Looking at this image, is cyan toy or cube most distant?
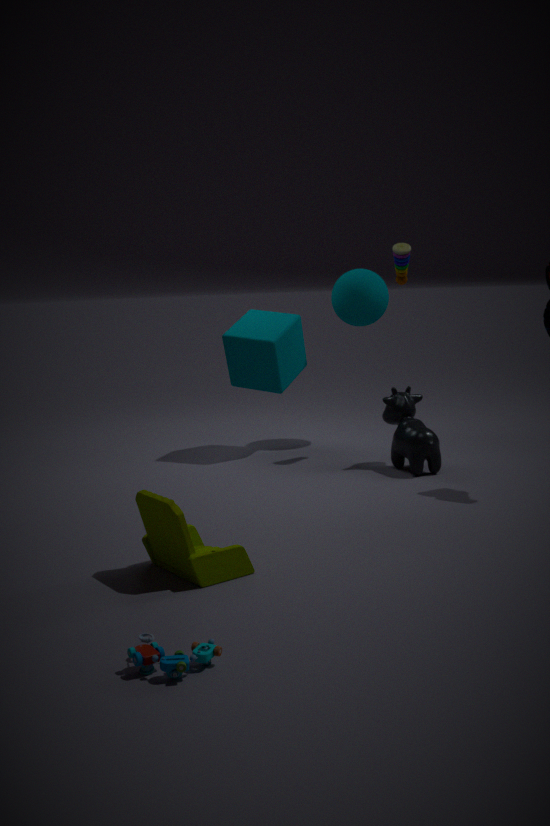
cube
